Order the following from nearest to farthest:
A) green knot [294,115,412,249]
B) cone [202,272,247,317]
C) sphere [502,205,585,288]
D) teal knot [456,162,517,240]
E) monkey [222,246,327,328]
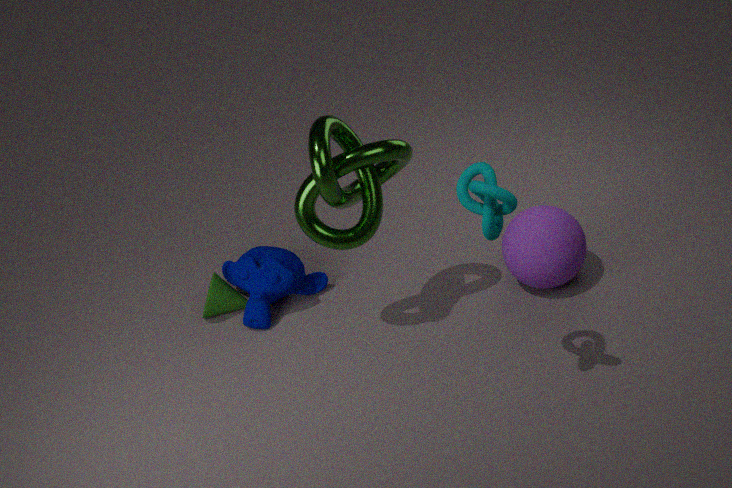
1. teal knot [456,162,517,240]
2. green knot [294,115,412,249]
3. sphere [502,205,585,288]
4. monkey [222,246,327,328]
5. cone [202,272,247,317]
